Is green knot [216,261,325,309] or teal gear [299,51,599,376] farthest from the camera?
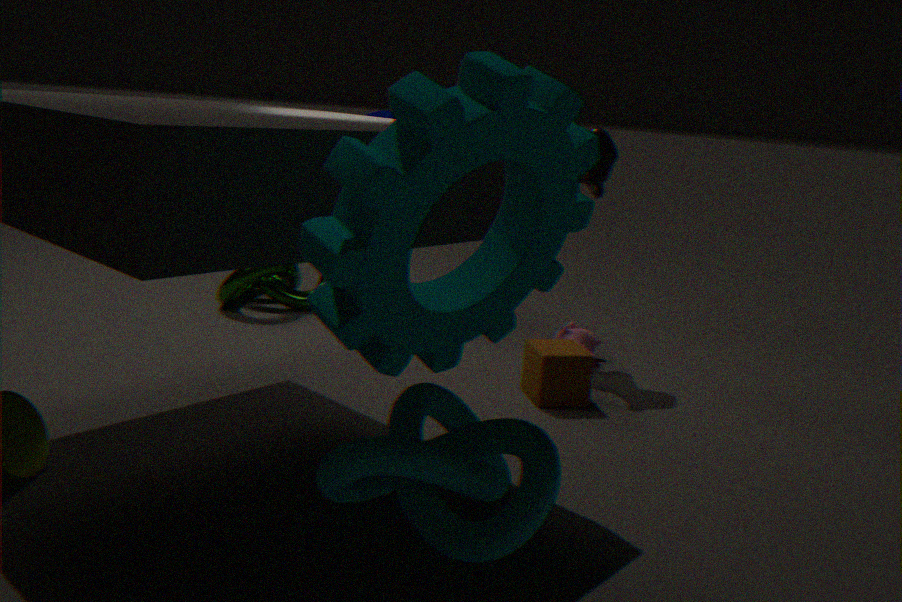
green knot [216,261,325,309]
